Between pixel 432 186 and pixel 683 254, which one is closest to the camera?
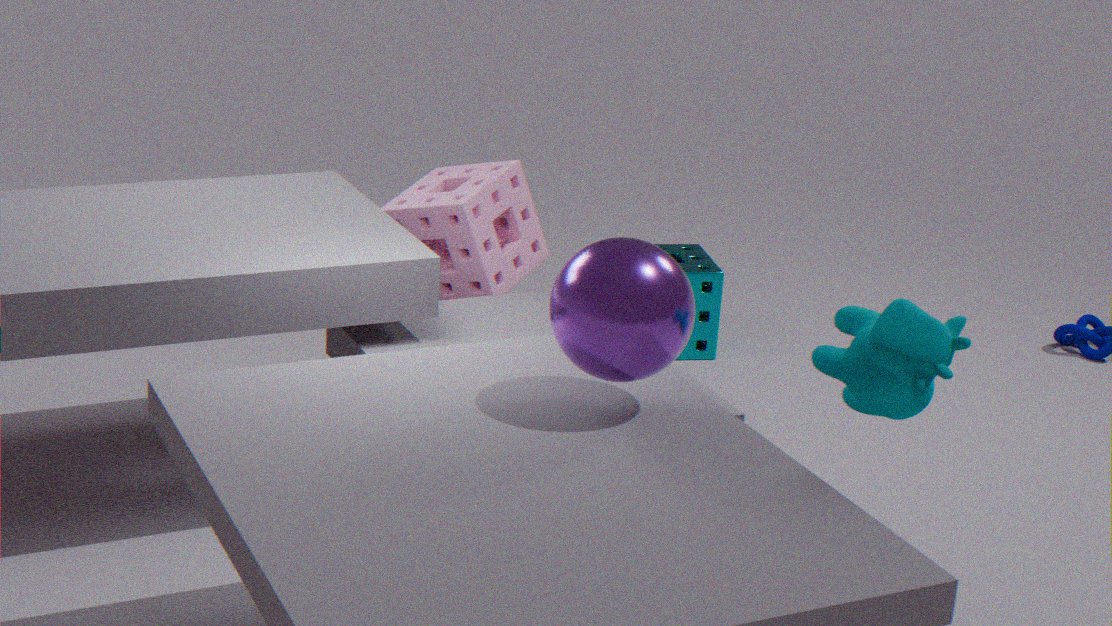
pixel 432 186
